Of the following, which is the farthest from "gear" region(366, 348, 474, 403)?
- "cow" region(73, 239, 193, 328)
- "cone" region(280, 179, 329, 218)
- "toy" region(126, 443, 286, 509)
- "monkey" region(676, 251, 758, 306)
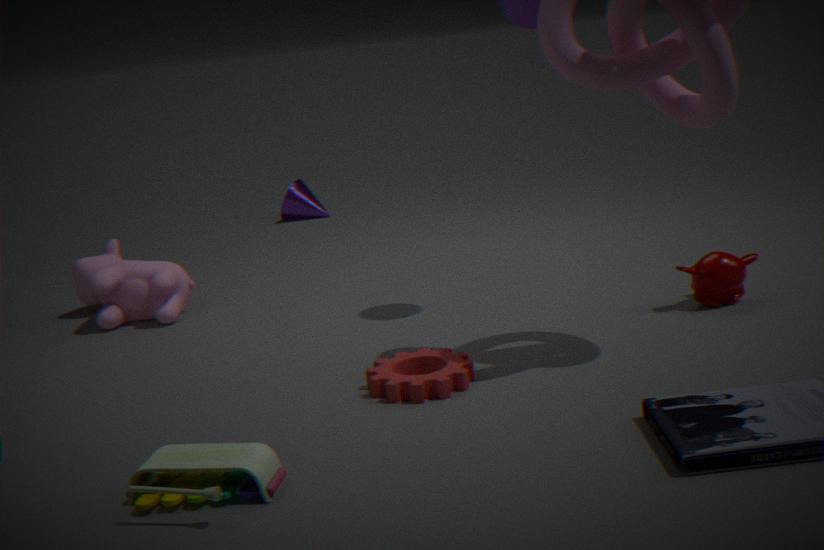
"cone" region(280, 179, 329, 218)
